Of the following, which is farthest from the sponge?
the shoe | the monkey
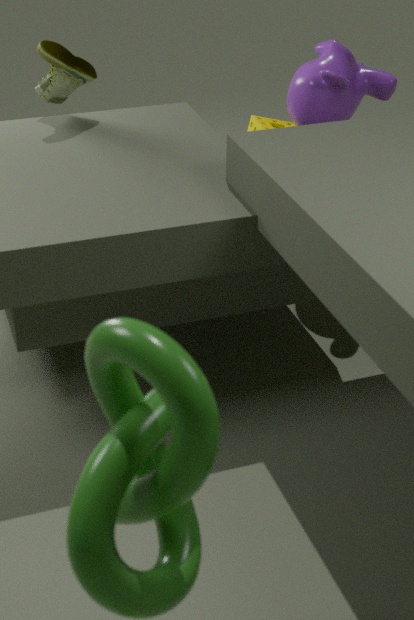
the shoe
